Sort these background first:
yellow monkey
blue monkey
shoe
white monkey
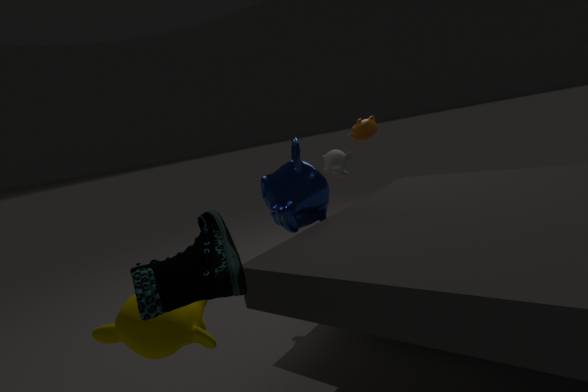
white monkey, blue monkey, yellow monkey, shoe
